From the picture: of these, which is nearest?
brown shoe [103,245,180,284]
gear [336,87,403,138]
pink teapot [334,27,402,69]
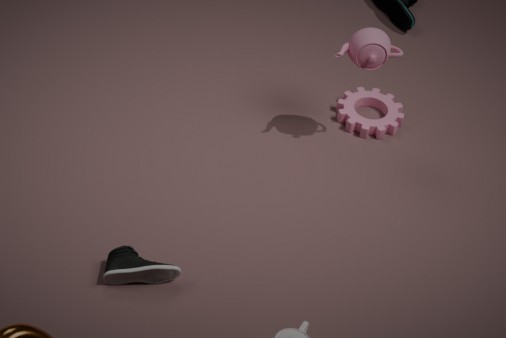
brown shoe [103,245,180,284]
